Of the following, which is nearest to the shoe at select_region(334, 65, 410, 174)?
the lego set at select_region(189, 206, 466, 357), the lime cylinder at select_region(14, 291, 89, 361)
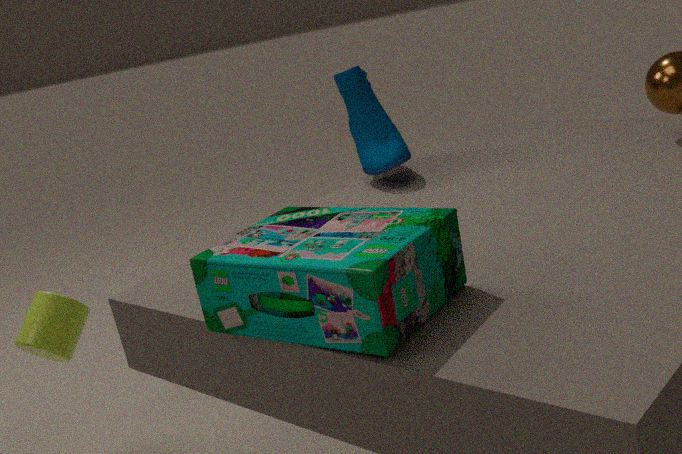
the lego set at select_region(189, 206, 466, 357)
